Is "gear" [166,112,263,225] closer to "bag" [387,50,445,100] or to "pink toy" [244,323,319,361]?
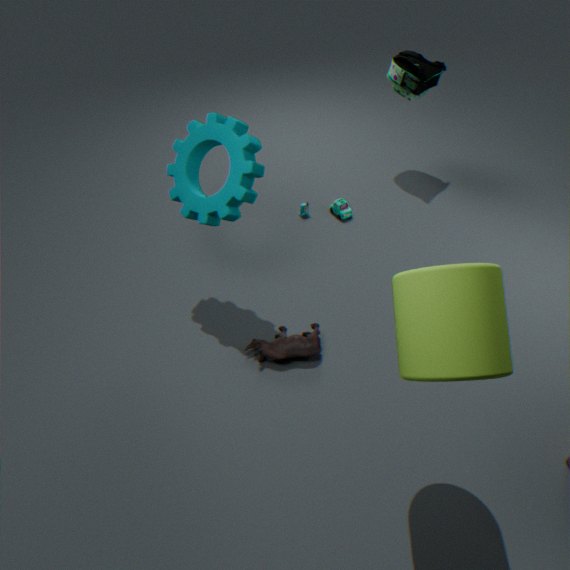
"pink toy" [244,323,319,361]
